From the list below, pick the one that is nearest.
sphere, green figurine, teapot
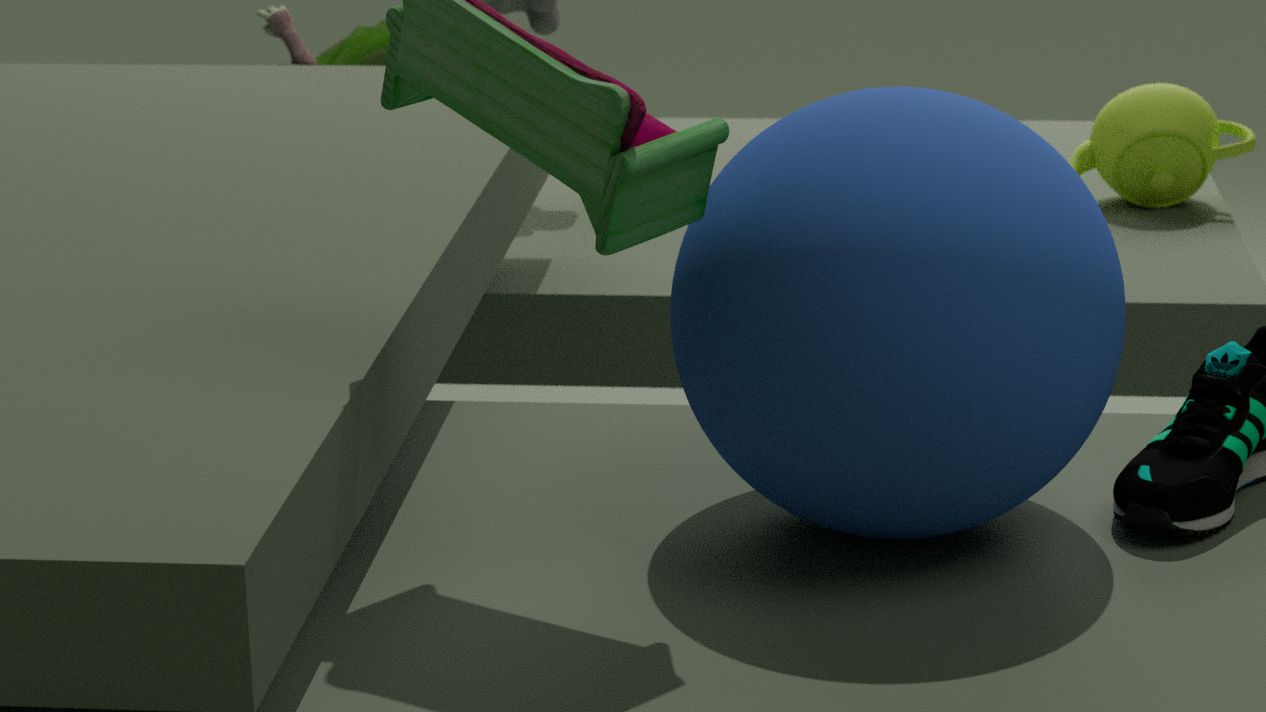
sphere
